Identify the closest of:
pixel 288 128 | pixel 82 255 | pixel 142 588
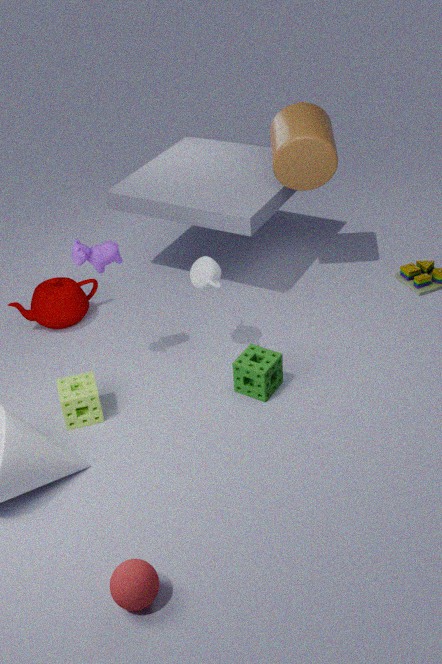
pixel 142 588
